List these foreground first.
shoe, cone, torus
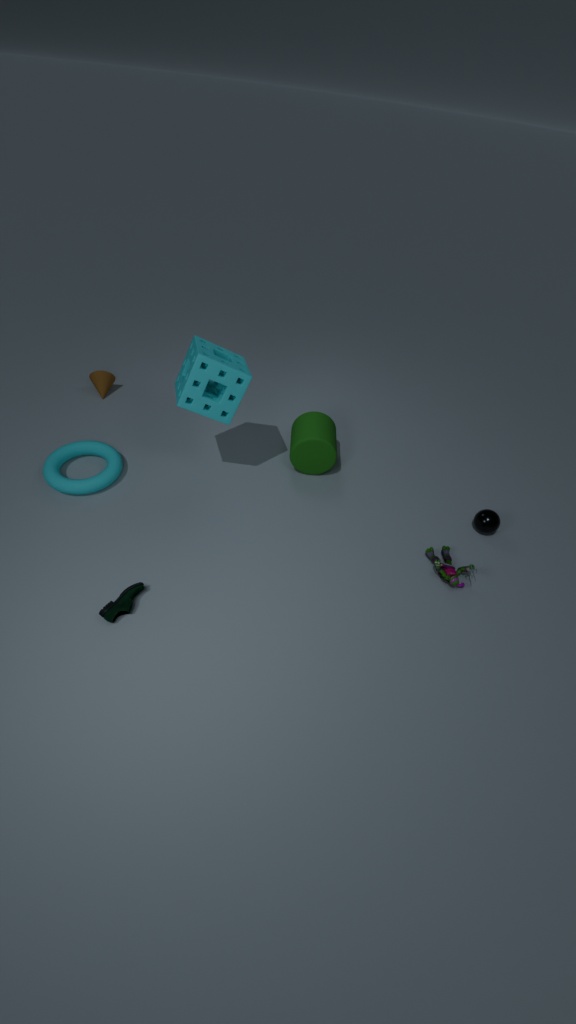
shoe → torus → cone
